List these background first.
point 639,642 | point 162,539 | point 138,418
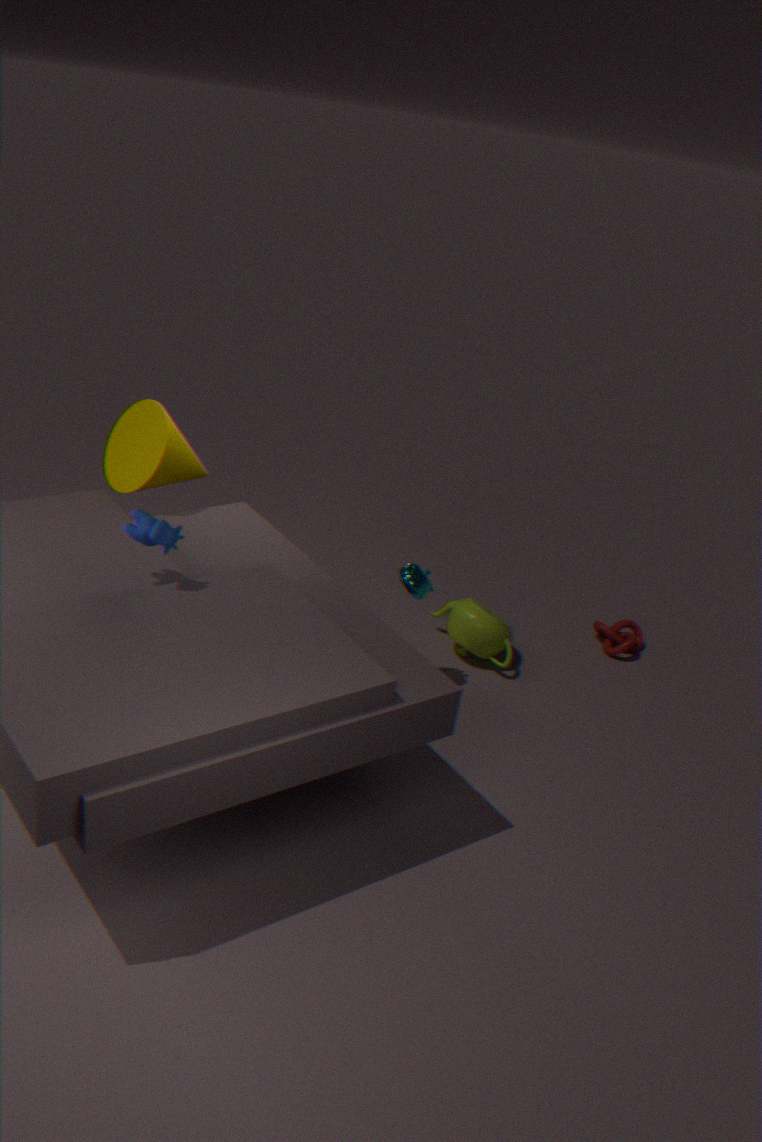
1. point 639,642
2. point 138,418
3. point 162,539
